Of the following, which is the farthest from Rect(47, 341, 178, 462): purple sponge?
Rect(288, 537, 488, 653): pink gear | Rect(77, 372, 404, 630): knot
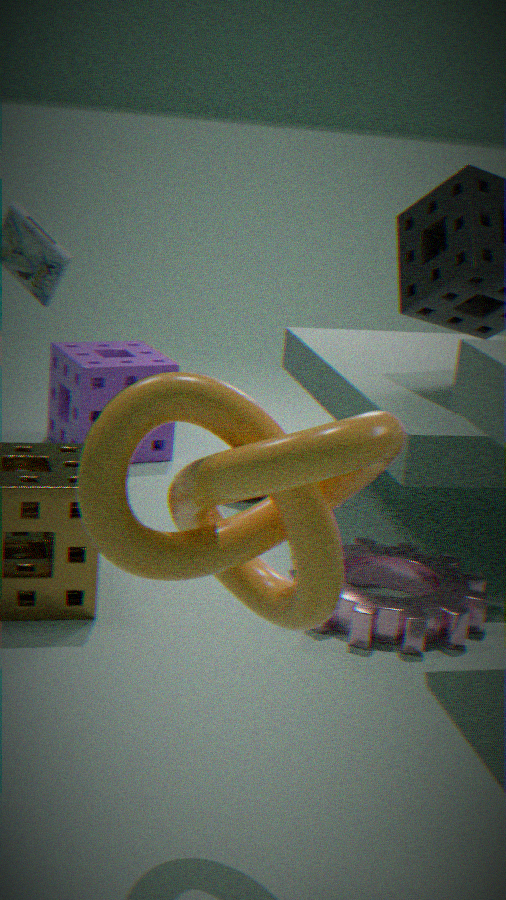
Rect(77, 372, 404, 630): knot
